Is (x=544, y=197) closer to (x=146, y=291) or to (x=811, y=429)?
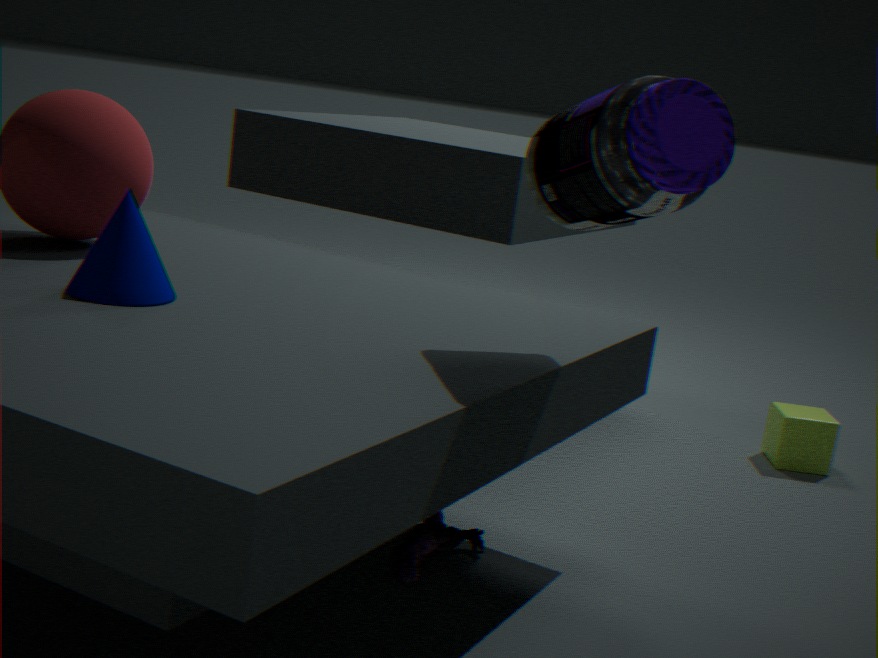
(x=146, y=291)
